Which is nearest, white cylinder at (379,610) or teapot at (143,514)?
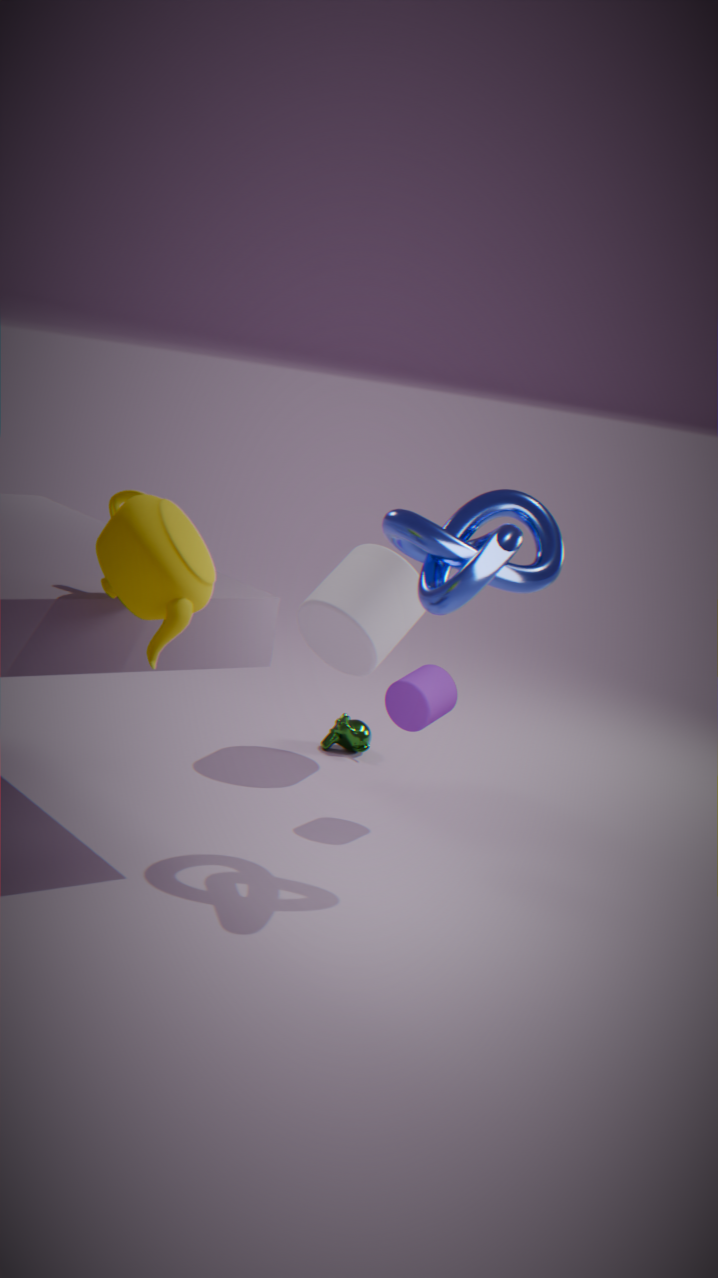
teapot at (143,514)
